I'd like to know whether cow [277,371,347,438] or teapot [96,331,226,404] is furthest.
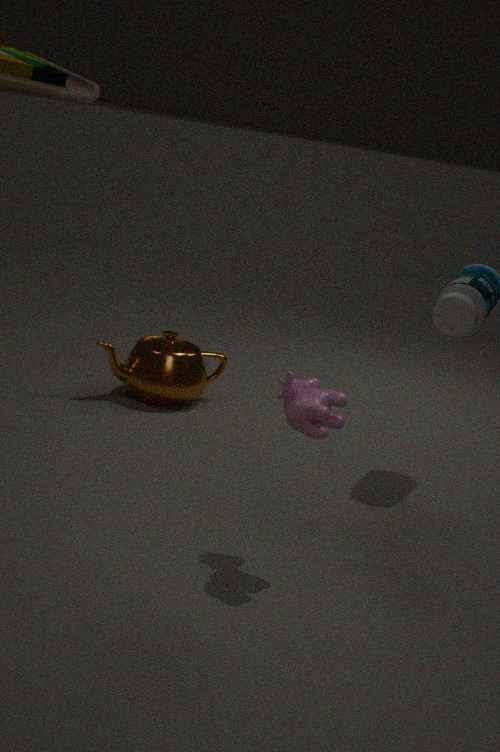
teapot [96,331,226,404]
